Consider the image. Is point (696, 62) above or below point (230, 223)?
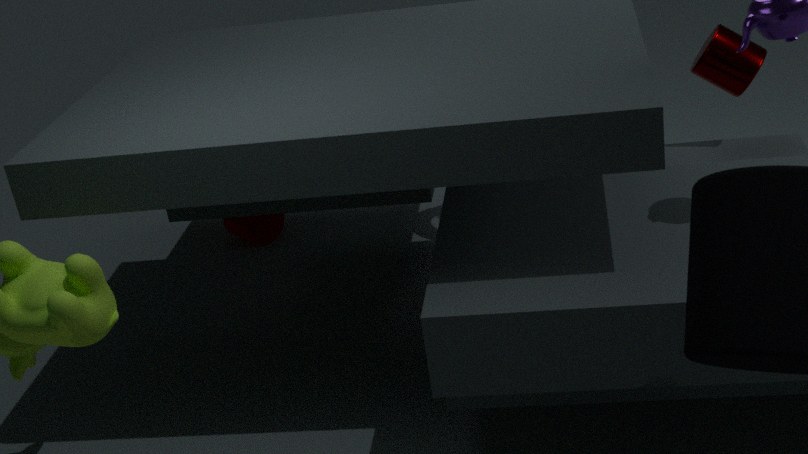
above
